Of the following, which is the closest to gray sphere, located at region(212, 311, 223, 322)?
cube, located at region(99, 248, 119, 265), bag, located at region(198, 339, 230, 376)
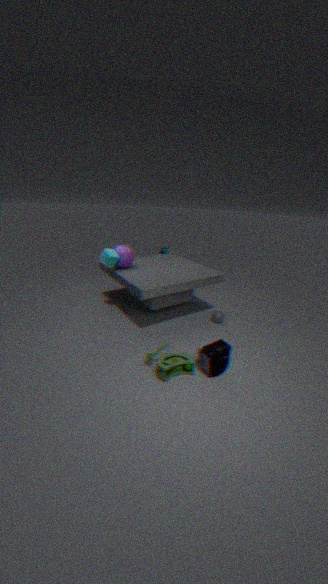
bag, located at region(198, 339, 230, 376)
